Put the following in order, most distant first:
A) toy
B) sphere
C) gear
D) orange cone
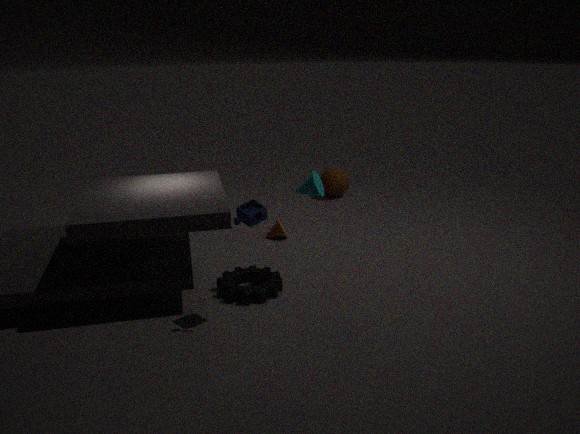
1. sphere
2. orange cone
3. gear
4. toy
